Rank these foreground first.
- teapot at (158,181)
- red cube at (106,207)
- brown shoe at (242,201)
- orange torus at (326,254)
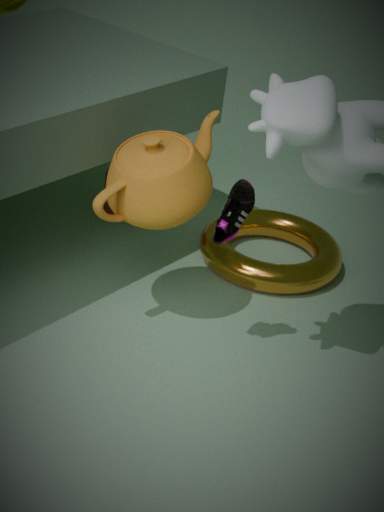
brown shoe at (242,201), teapot at (158,181), orange torus at (326,254), red cube at (106,207)
